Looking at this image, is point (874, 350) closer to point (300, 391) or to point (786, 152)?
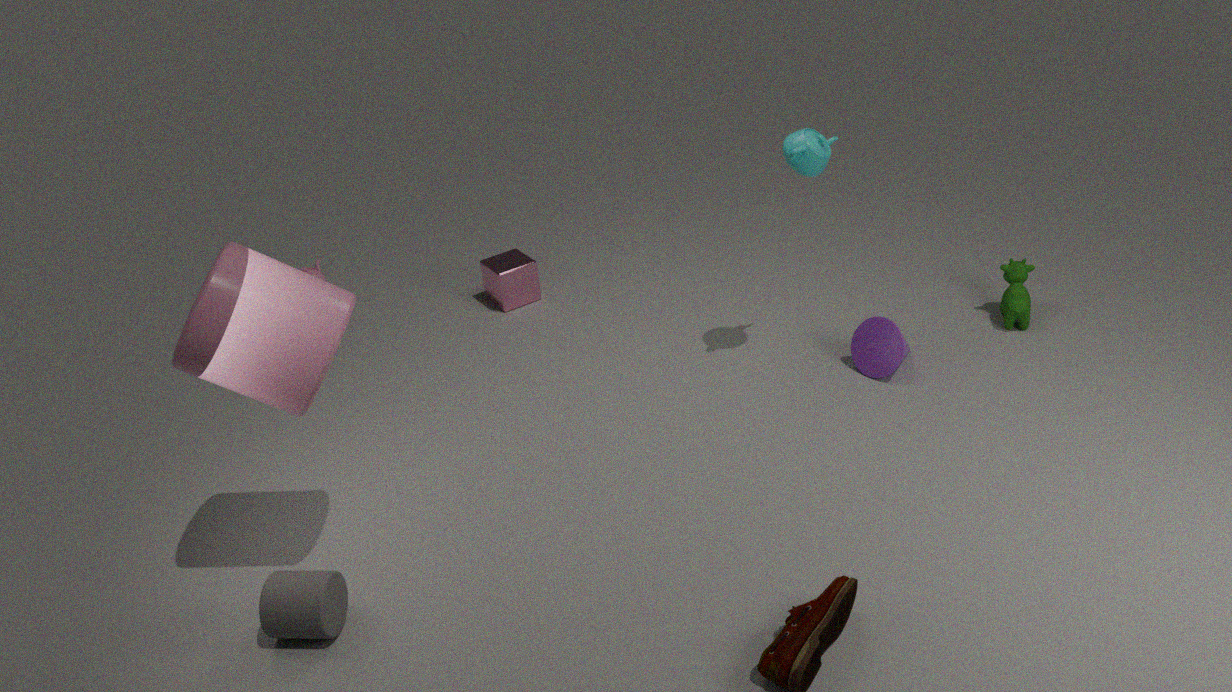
point (786, 152)
